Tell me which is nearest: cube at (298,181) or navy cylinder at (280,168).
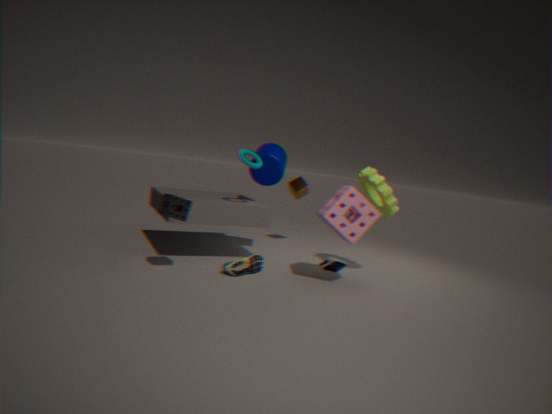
navy cylinder at (280,168)
